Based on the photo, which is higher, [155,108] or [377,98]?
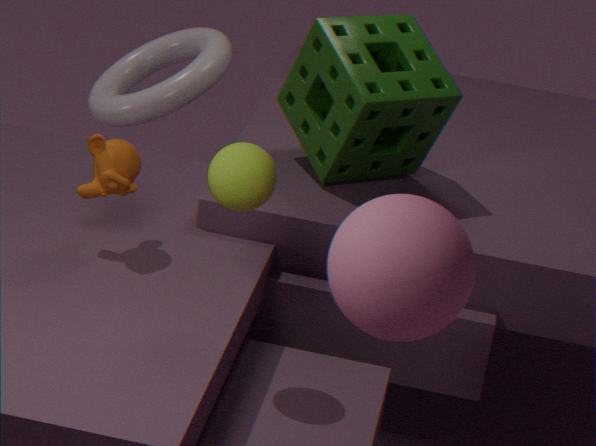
[377,98]
